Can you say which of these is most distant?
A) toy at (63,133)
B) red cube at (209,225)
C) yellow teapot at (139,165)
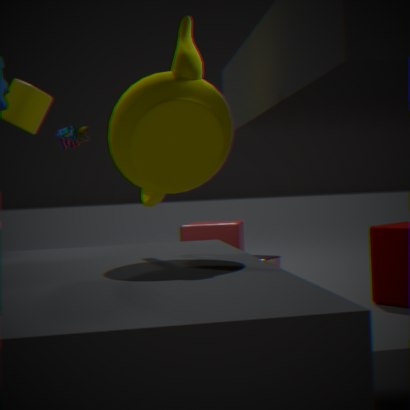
red cube at (209,225)
